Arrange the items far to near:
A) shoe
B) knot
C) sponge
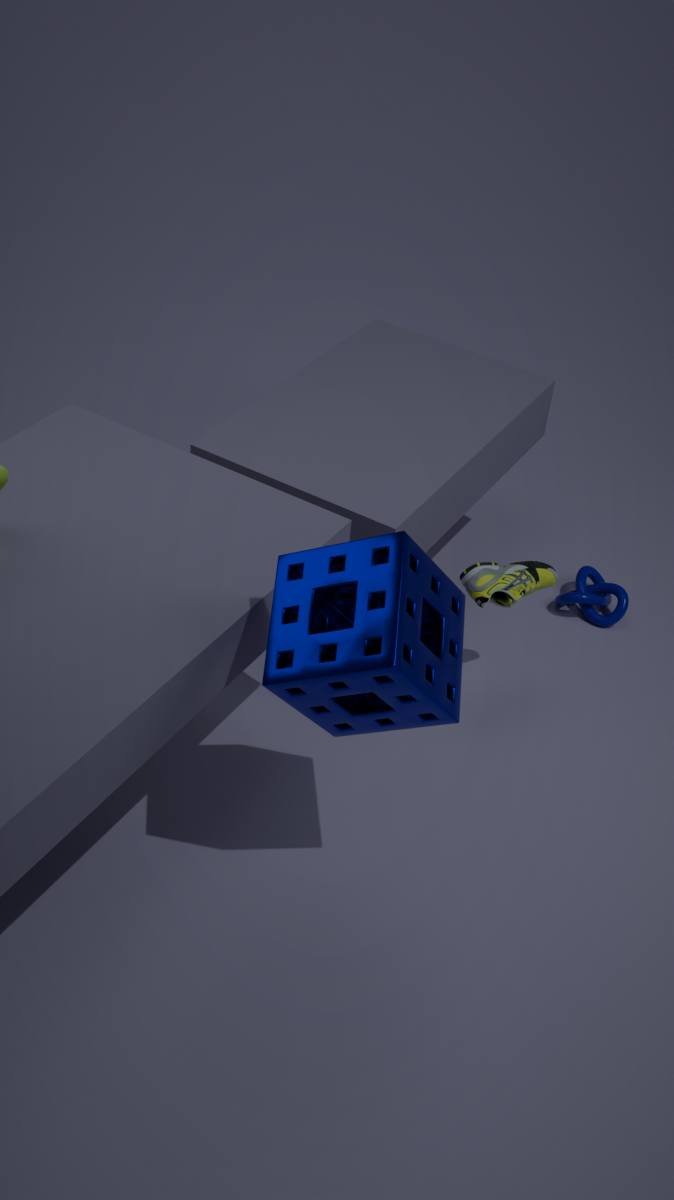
knot → shoe → sponge
